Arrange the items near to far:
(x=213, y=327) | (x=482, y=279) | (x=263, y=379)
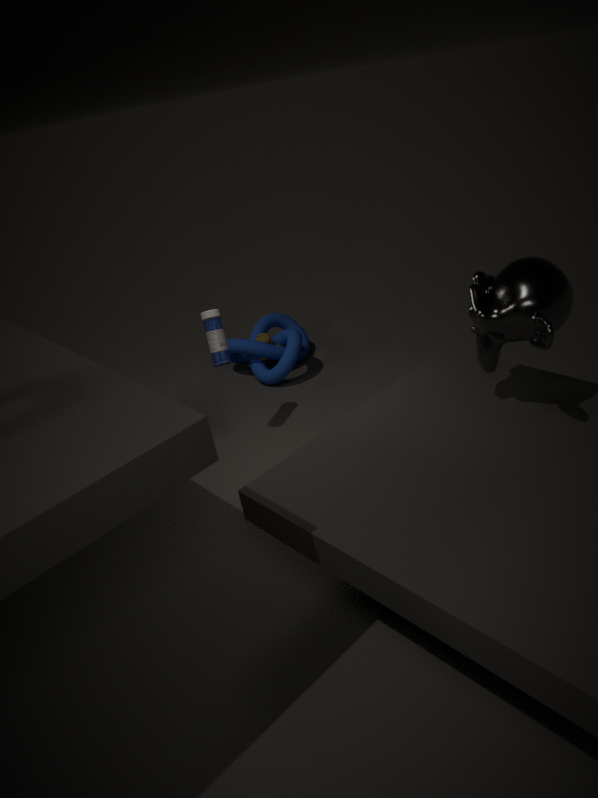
(x=482, y=279) < (x=213, y=327) < (x=263, y=379)
